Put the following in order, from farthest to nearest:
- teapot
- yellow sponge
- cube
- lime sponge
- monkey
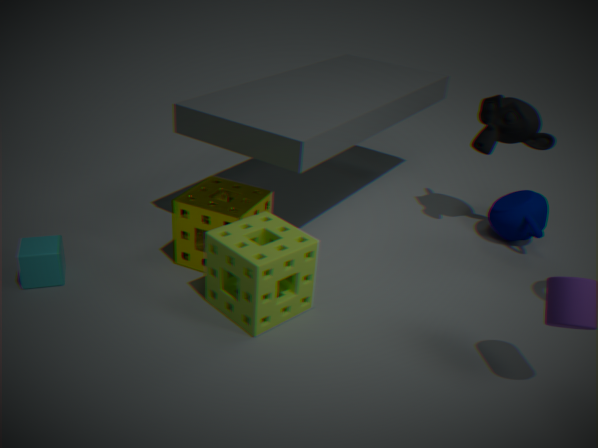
teapot → monkey → yellow sponge → cube → lime sponge
